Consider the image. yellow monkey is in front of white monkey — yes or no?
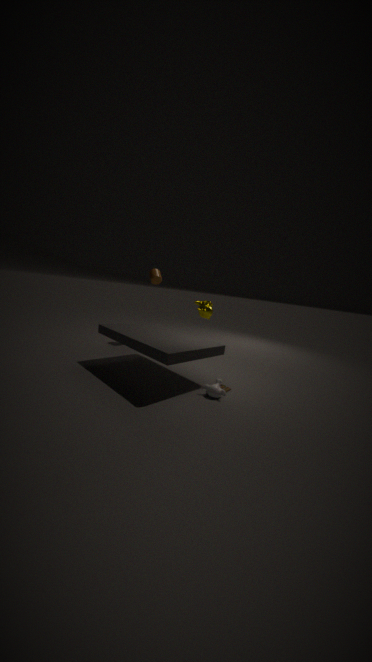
No
